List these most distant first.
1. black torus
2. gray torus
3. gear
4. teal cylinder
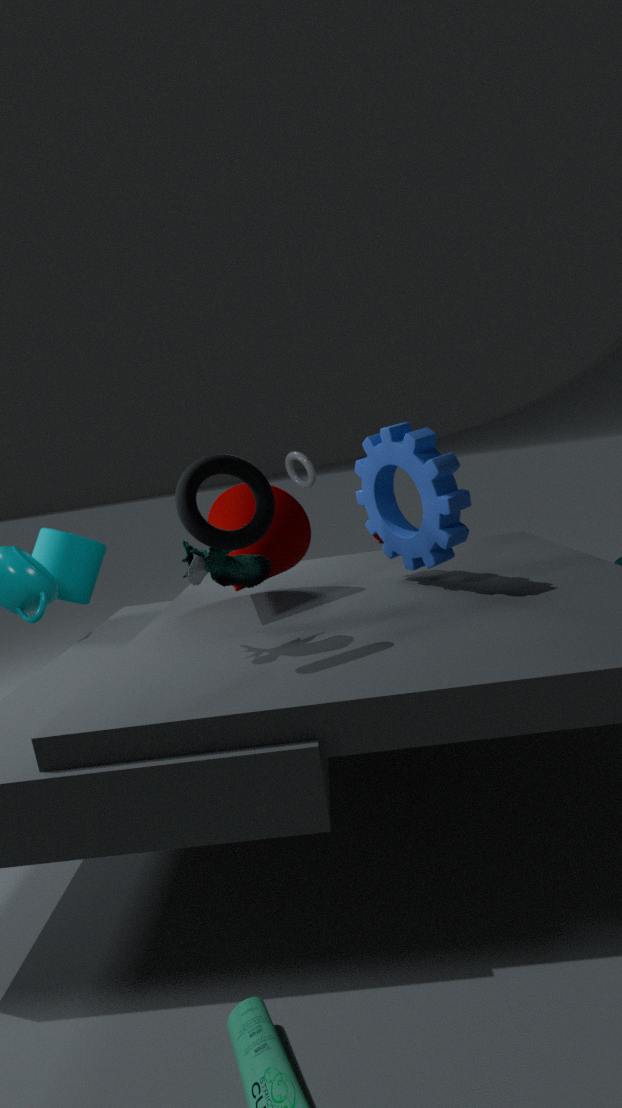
1. gray torus
2. teal cylinder
3. gear
4. black torus
